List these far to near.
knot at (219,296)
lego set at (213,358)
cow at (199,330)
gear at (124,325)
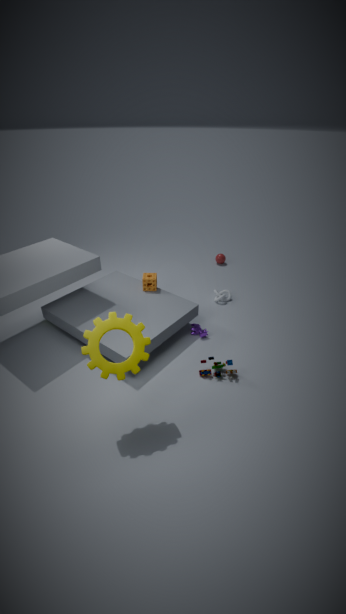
1. knot at (219,296)
2. cow at (199,330)
3. lego set at (213,358)
4. gear at (124,325)
